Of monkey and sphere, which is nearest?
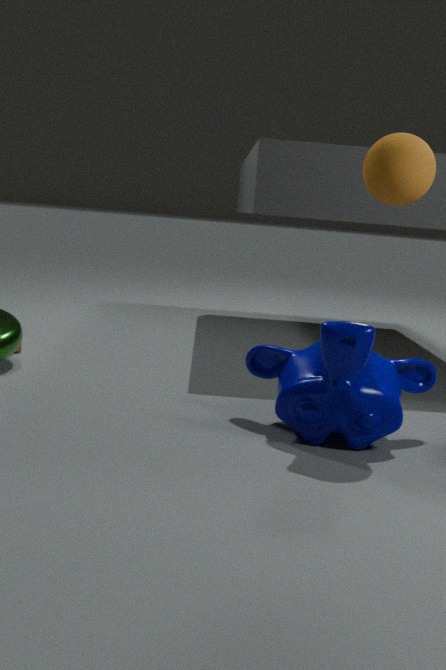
monkey
